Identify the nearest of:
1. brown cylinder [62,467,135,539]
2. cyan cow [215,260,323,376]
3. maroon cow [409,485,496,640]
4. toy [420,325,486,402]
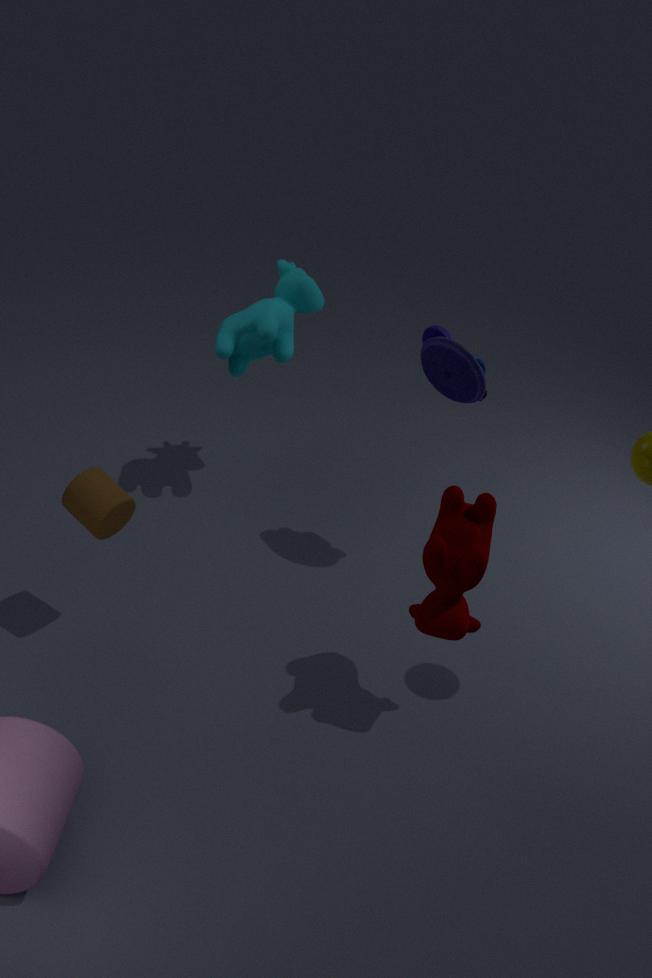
maroon cow [409,485,496,640]
